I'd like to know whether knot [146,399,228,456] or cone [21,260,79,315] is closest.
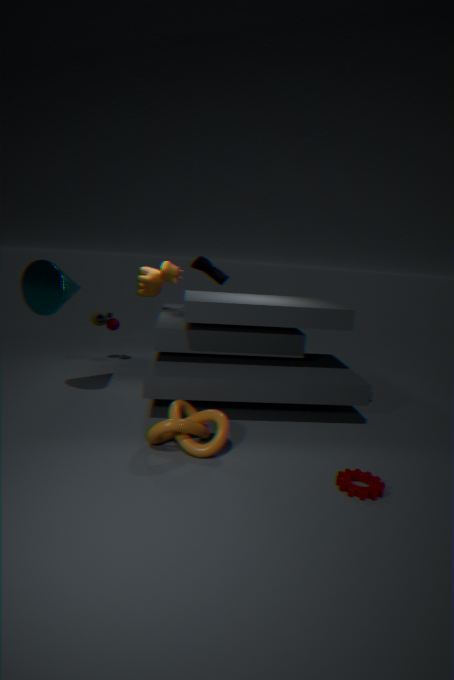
knot [146,399,228,456]
